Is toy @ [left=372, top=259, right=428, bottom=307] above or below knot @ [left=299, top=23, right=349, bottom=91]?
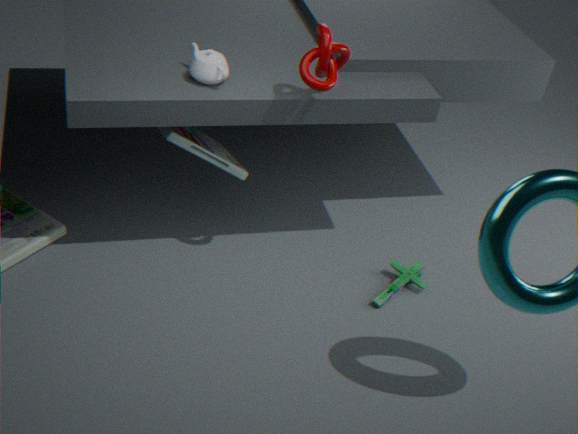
below
